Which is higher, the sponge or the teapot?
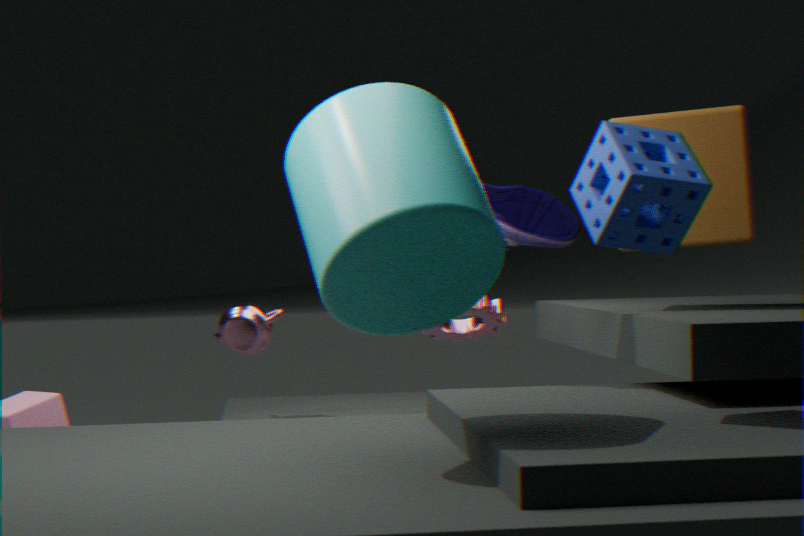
the sponge
